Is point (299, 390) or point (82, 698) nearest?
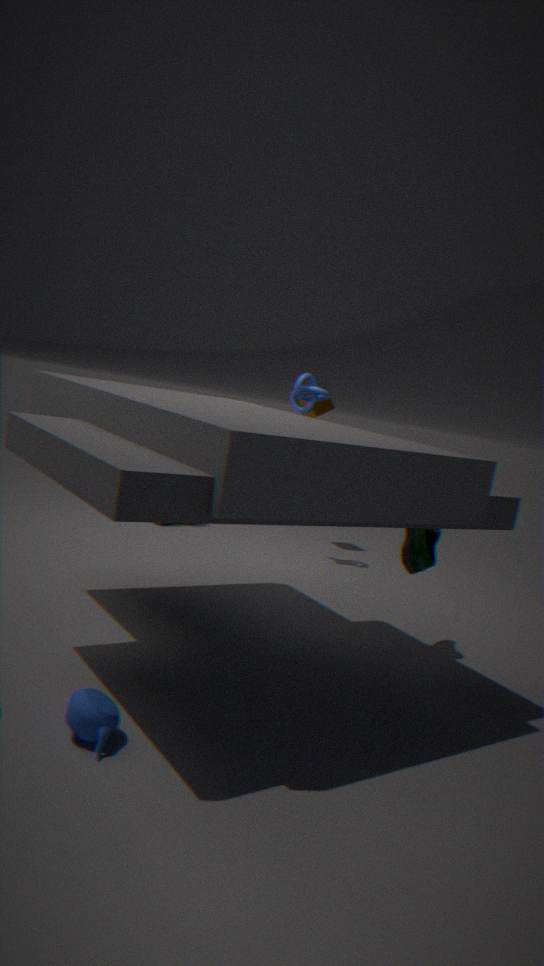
point (82, 698)
